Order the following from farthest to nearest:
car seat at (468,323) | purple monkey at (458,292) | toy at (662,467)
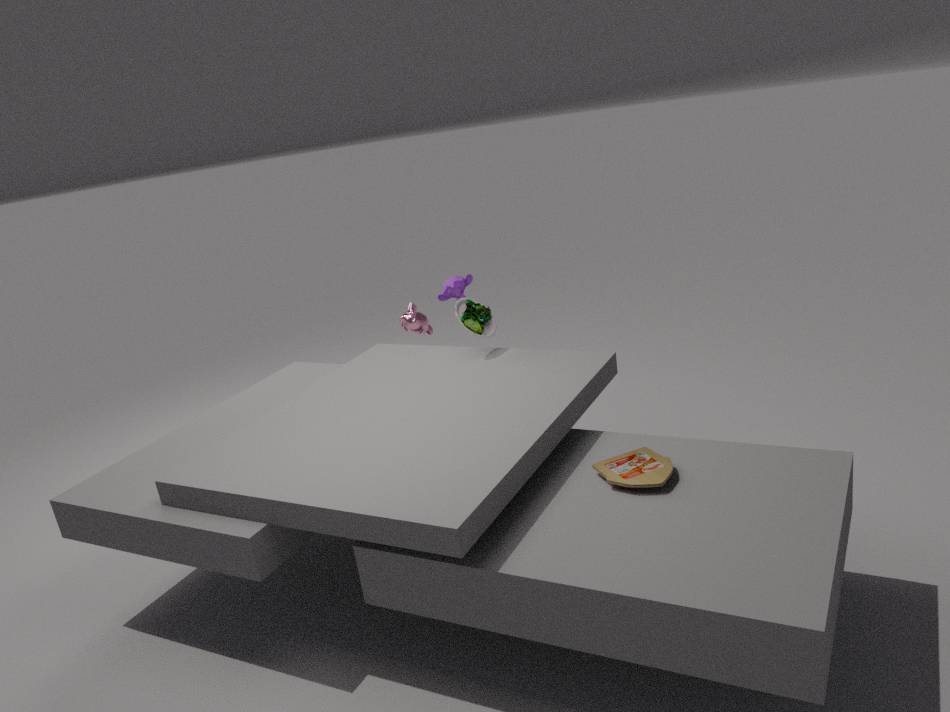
purple monkey at (458,292) → car seat at (468,323) → toy at (662,467)
